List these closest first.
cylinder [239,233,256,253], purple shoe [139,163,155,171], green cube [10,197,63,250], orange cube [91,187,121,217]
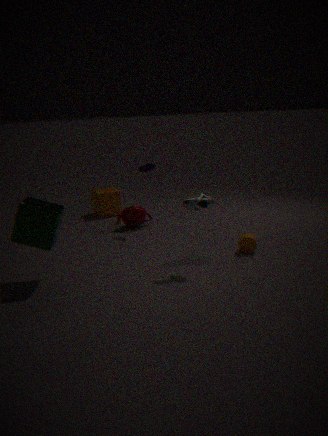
green cube [10,197,63,250], cylinder [239,233,256,253], purple shoe [139,163,155,171], orange cube [91,187,121,217]
